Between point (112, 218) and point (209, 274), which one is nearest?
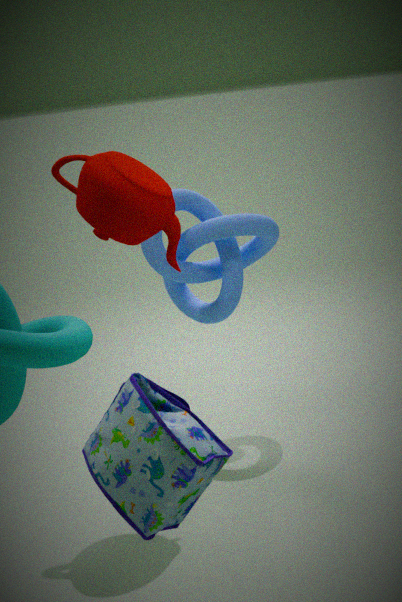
point (112, 218)
